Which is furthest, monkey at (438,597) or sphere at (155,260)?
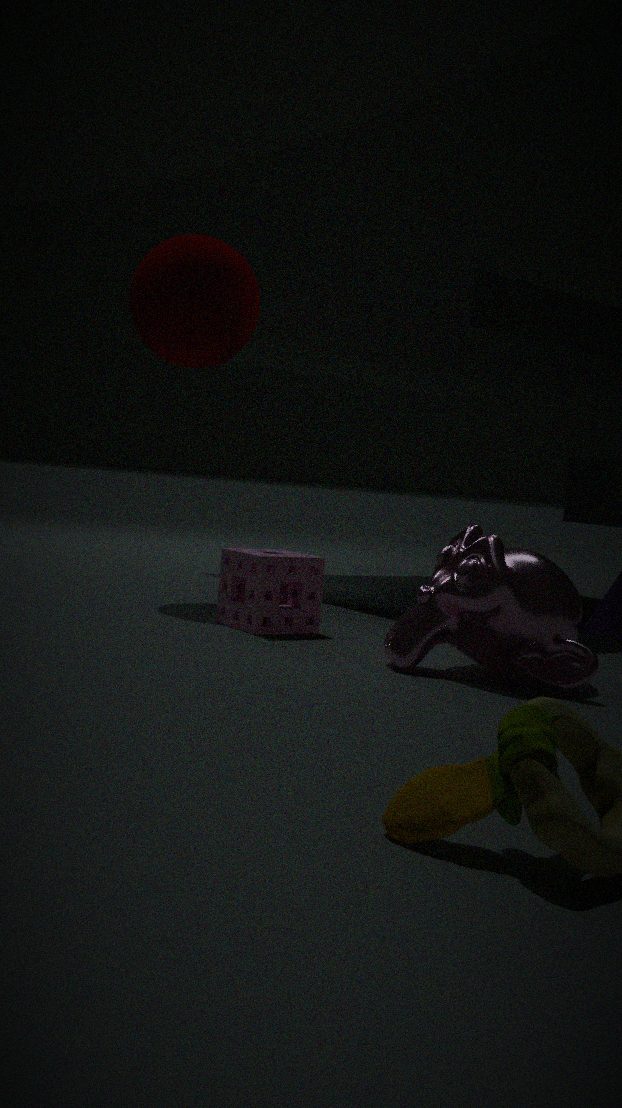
sphere at (155,260)
